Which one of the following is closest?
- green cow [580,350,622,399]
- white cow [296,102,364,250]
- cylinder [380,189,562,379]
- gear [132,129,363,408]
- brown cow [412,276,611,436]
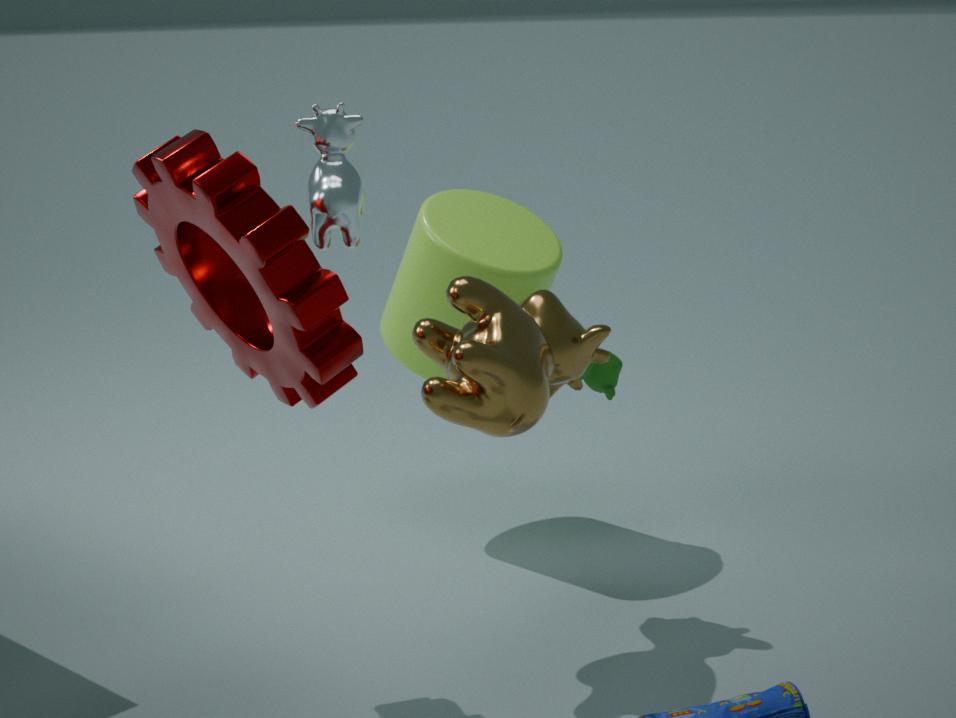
gear [132,129,363,408]
